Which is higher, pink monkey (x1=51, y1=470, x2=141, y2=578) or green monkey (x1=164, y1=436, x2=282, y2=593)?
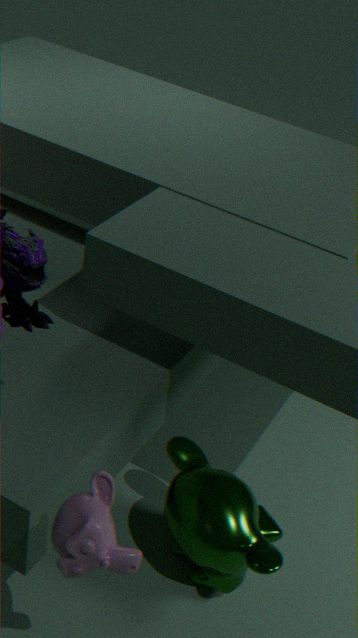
pink monkey (x1=51, y1=470, x2=141, y2=578)
